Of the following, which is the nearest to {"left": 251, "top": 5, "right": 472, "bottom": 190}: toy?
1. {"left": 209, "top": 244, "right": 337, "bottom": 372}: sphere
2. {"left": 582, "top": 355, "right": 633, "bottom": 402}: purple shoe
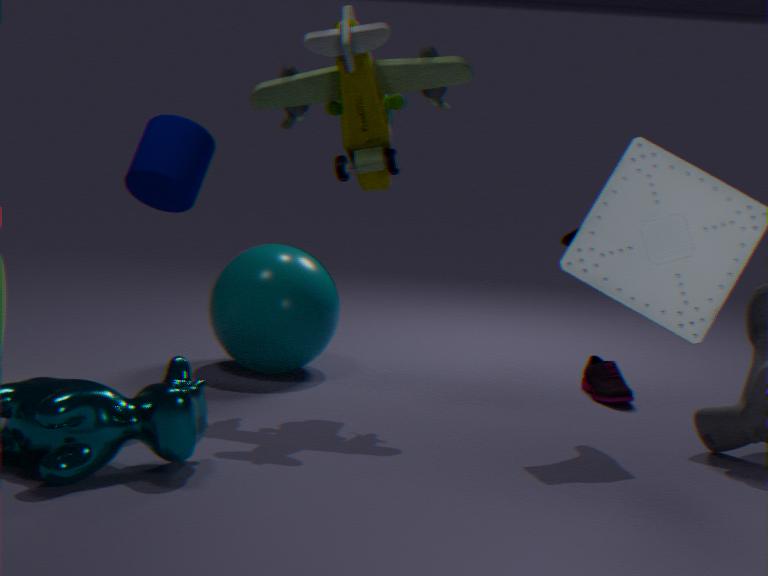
{"left": 209, "top": 244, "right": 337, "bottom": 372}: sphere
